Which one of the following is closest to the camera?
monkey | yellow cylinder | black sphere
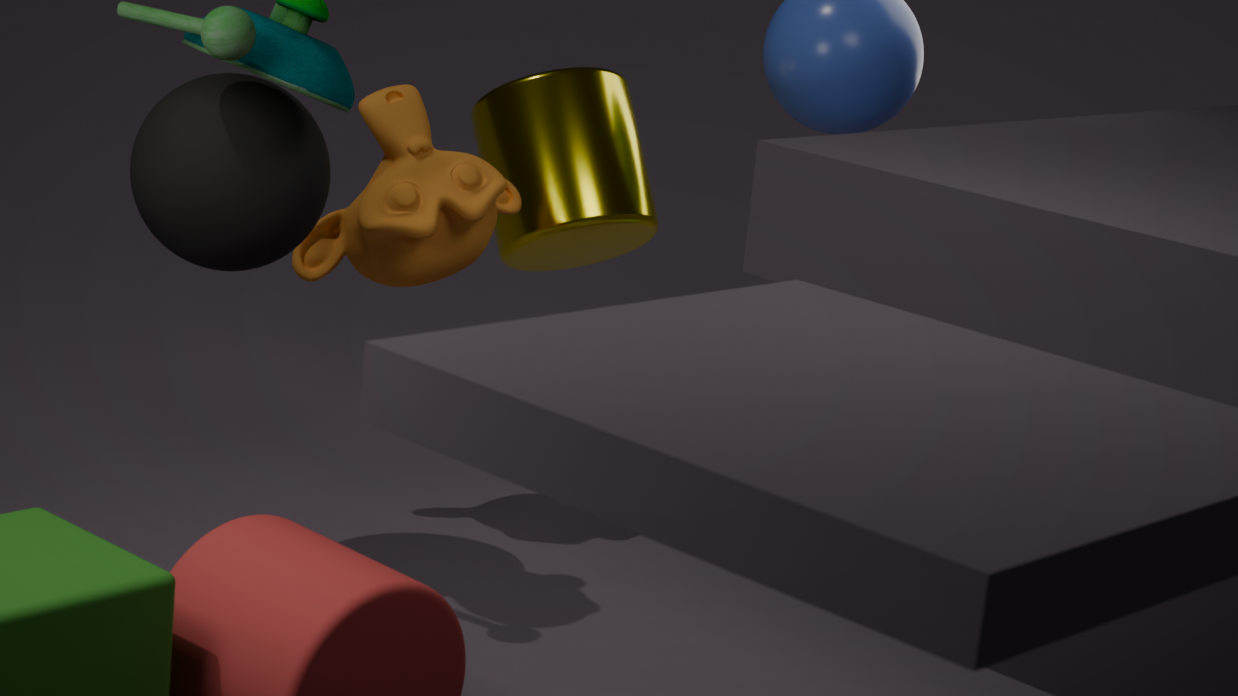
black sphere
